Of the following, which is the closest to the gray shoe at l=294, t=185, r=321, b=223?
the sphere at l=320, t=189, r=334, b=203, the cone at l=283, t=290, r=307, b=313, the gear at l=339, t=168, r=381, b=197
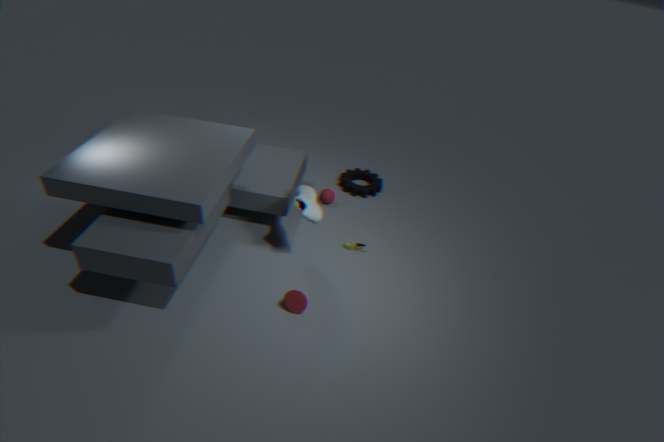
the cone at l=283, t=290, r=307, b=313
